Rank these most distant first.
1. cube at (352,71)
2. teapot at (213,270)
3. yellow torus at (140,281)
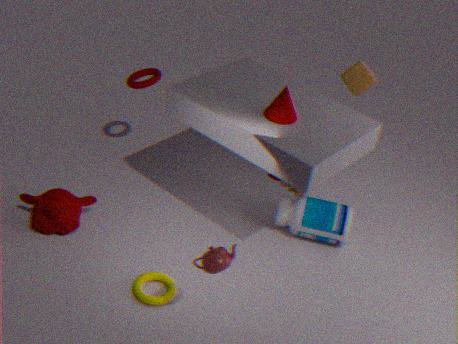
cube at (352,71) < yellow torus at (140,281) < teapot at (213,270)
